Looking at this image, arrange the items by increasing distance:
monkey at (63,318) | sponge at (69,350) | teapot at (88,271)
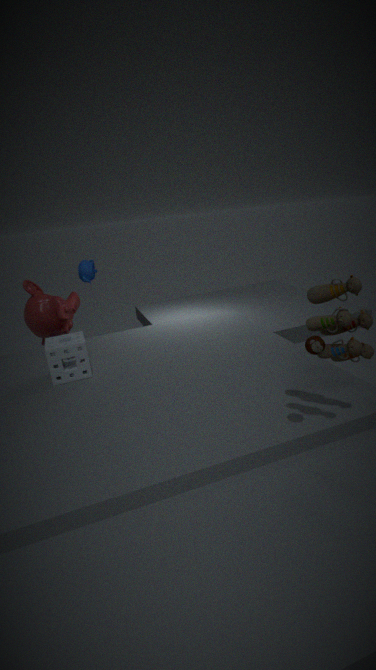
sponge at (69,350) < monkey at (63,318) < teapot at (88,271)
